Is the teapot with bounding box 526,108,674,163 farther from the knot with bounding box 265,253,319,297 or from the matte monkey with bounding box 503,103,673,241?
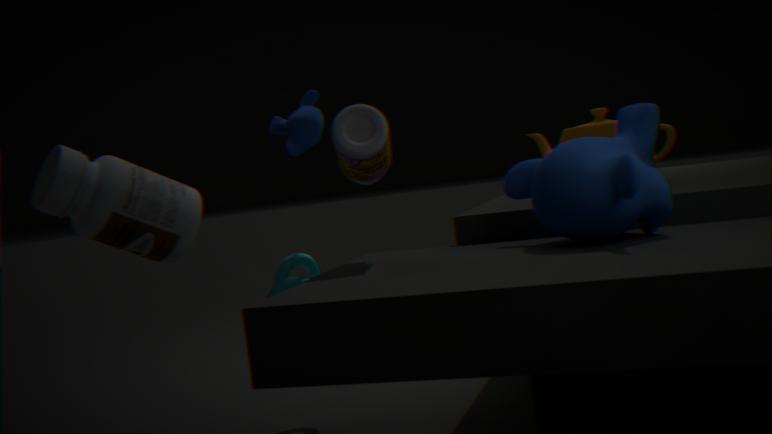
the knot with bounding box 265,253,319,297
